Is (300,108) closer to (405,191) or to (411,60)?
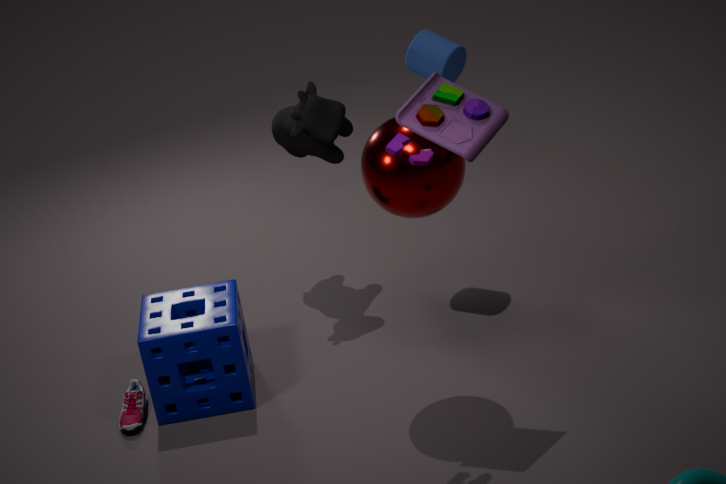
(411,60)
